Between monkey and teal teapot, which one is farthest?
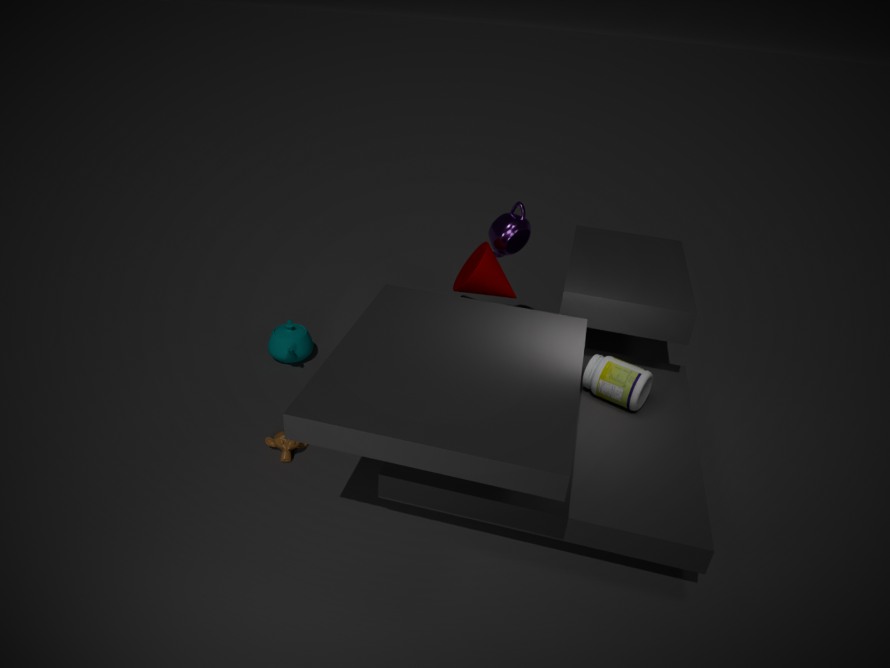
teal teapot
